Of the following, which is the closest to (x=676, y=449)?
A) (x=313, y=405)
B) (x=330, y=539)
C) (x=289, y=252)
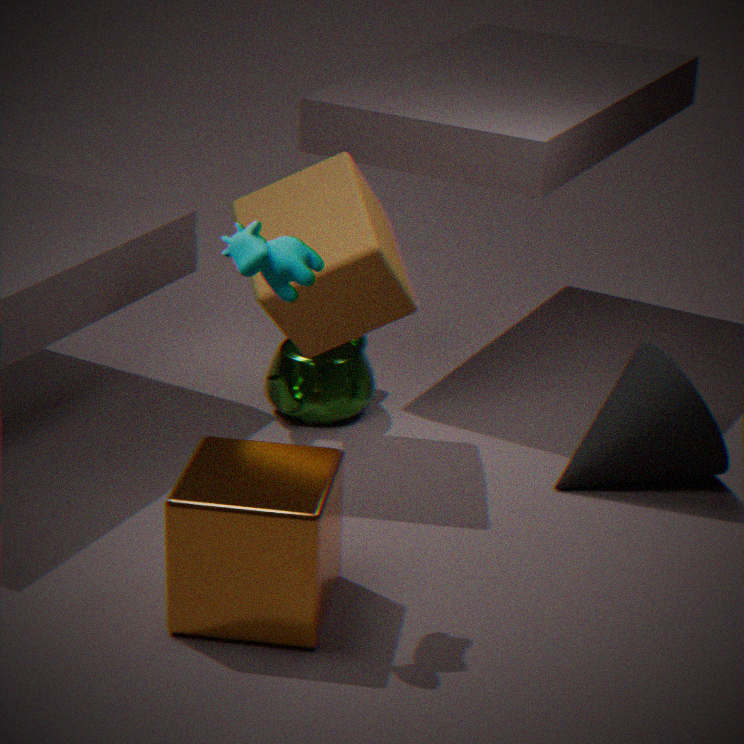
(x=313, y=405)
